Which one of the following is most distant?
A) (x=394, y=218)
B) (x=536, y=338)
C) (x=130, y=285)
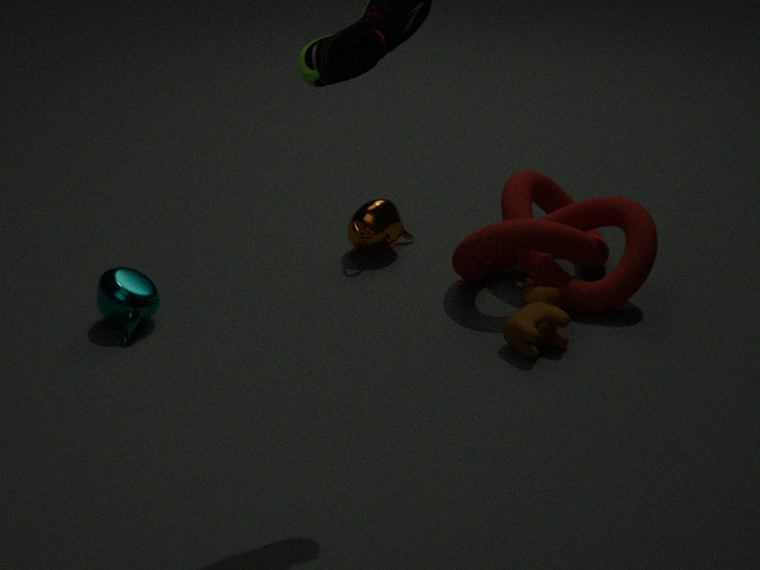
(x=394, y=218)
